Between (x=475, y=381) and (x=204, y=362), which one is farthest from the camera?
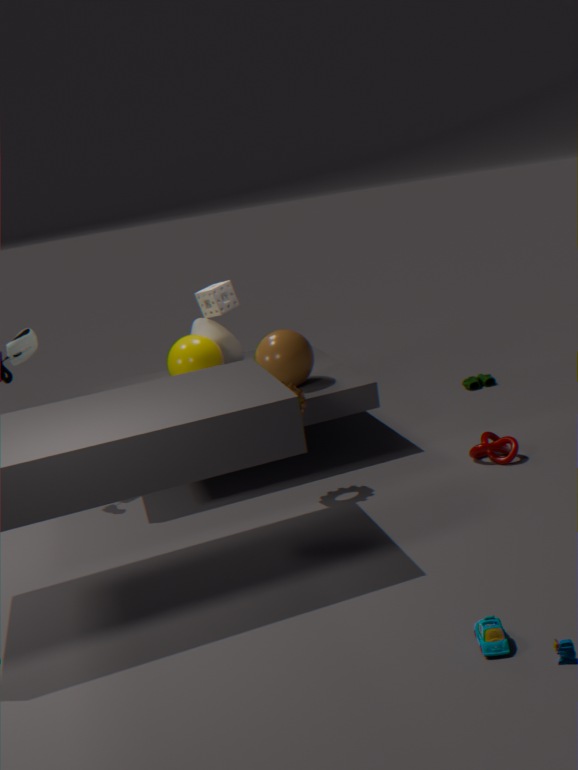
(x=475, y=381)
